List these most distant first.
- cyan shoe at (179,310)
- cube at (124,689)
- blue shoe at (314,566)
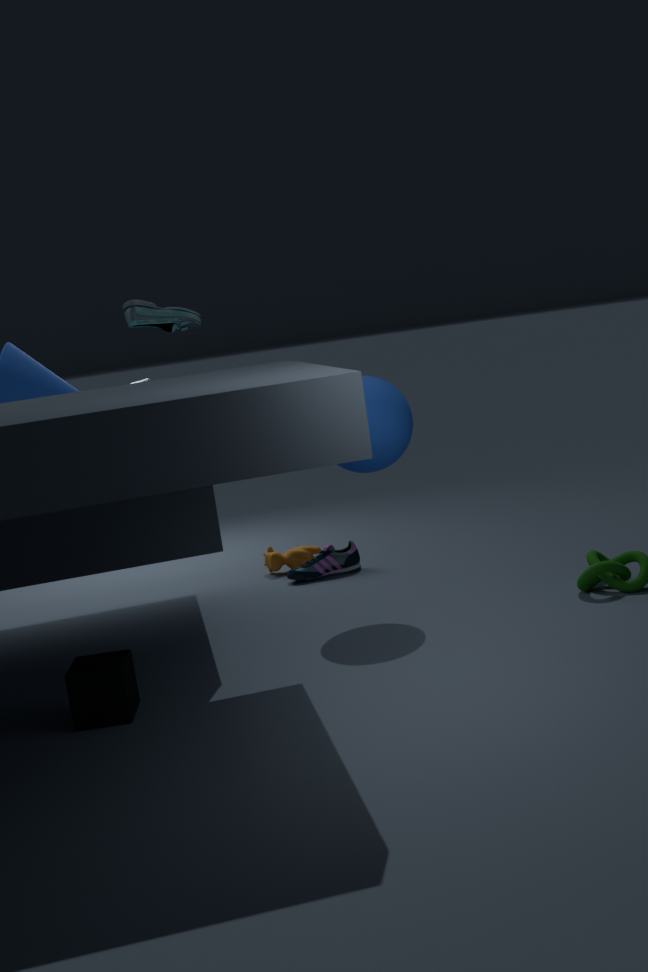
1. blue shoe at (314,566)
2. cyan shoe at (179,310)
3. cube at (124,689)
